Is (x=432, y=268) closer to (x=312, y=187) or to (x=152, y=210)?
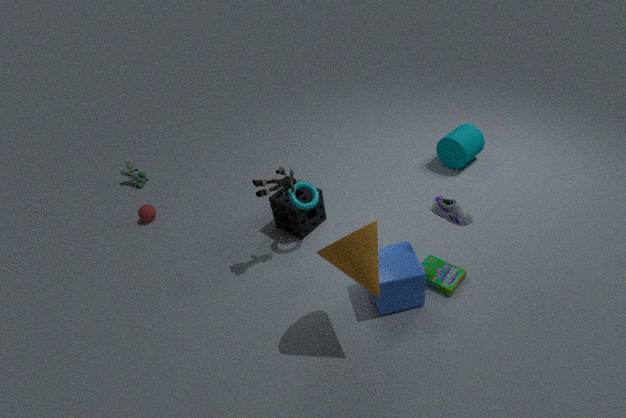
(x=312, y=187)
